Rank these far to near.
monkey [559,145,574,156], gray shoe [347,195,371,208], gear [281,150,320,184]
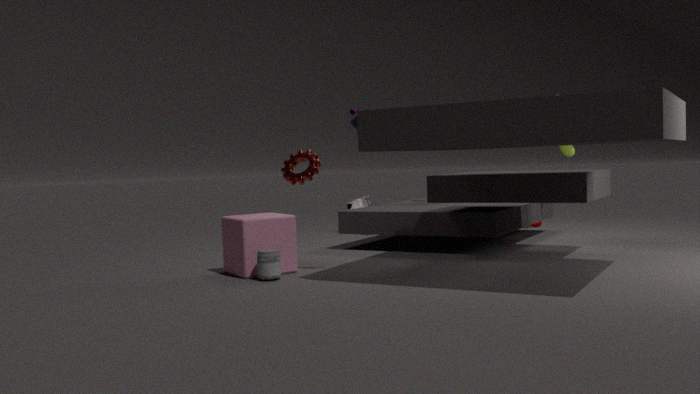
gray shoe [347,195,371,208], monkey [559,145,574,156], gear [281,150,320,184]
